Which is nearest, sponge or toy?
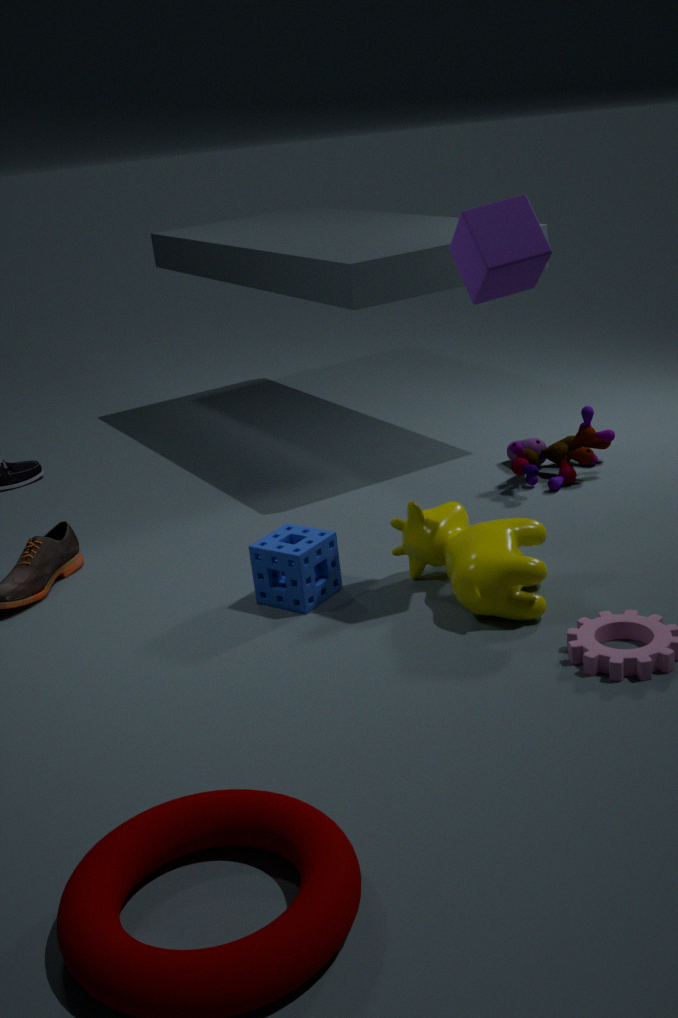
sponge
